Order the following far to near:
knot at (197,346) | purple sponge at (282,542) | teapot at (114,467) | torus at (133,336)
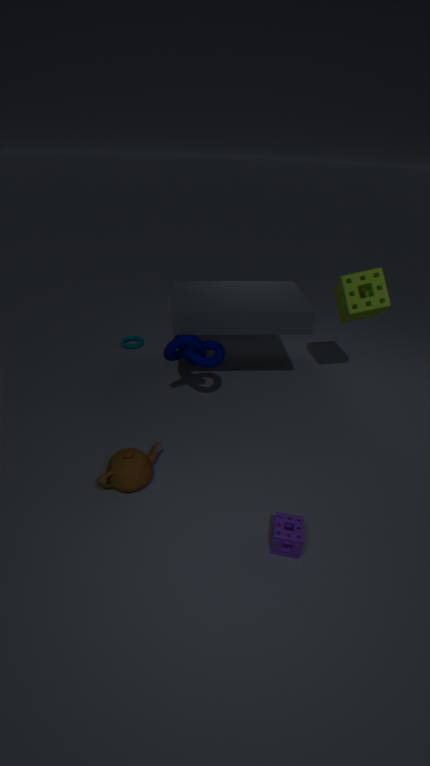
torus at (133,336) → knot at (197,346) → teapot at (114,467) → purple sponge at (282,542)
